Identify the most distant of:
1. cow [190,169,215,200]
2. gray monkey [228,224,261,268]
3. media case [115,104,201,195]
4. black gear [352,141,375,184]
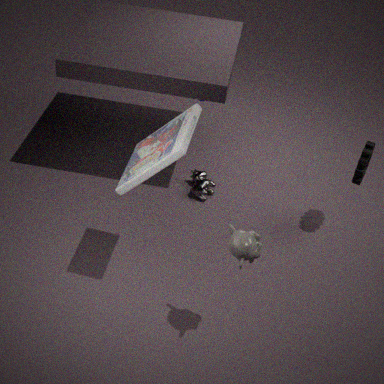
cow [190,169,215,200]
